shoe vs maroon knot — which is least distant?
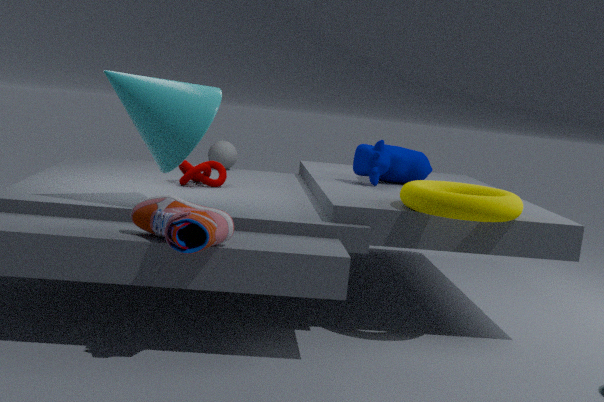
shoe
